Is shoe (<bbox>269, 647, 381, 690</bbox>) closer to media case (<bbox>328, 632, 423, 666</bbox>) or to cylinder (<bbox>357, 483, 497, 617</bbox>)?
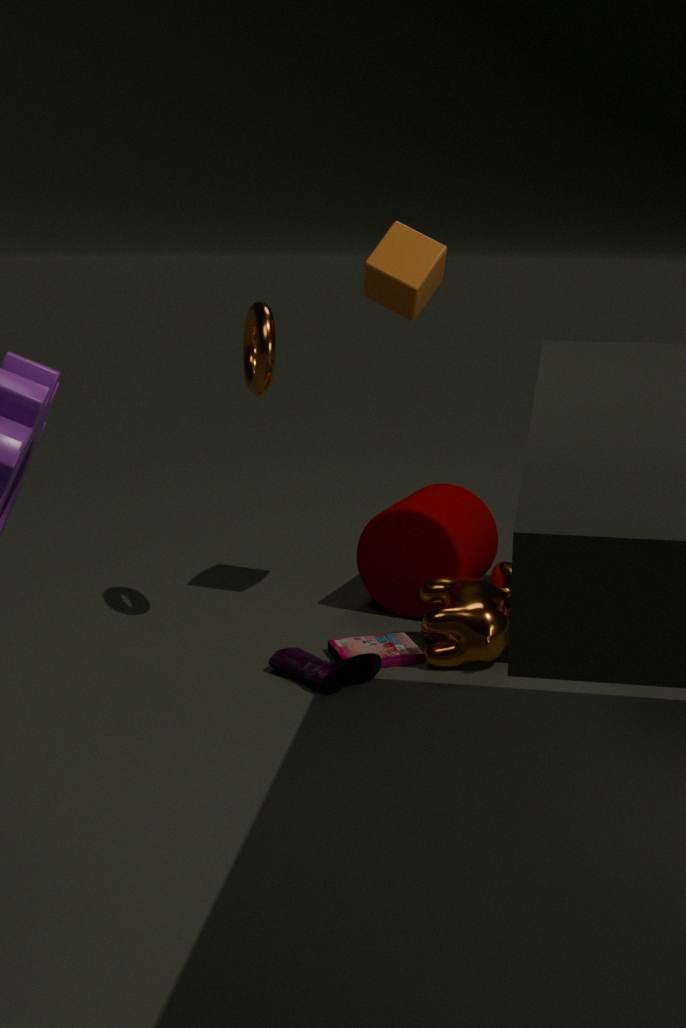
media case (<bbox>328, 632, 423, 666</bbox>)
